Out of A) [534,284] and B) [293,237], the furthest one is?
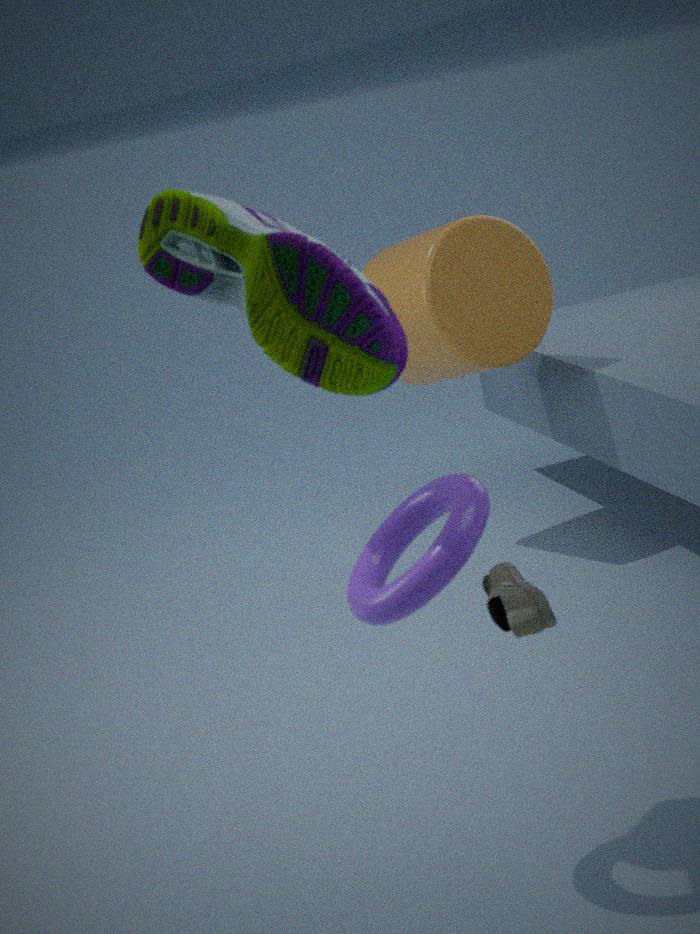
A. [534,284]
